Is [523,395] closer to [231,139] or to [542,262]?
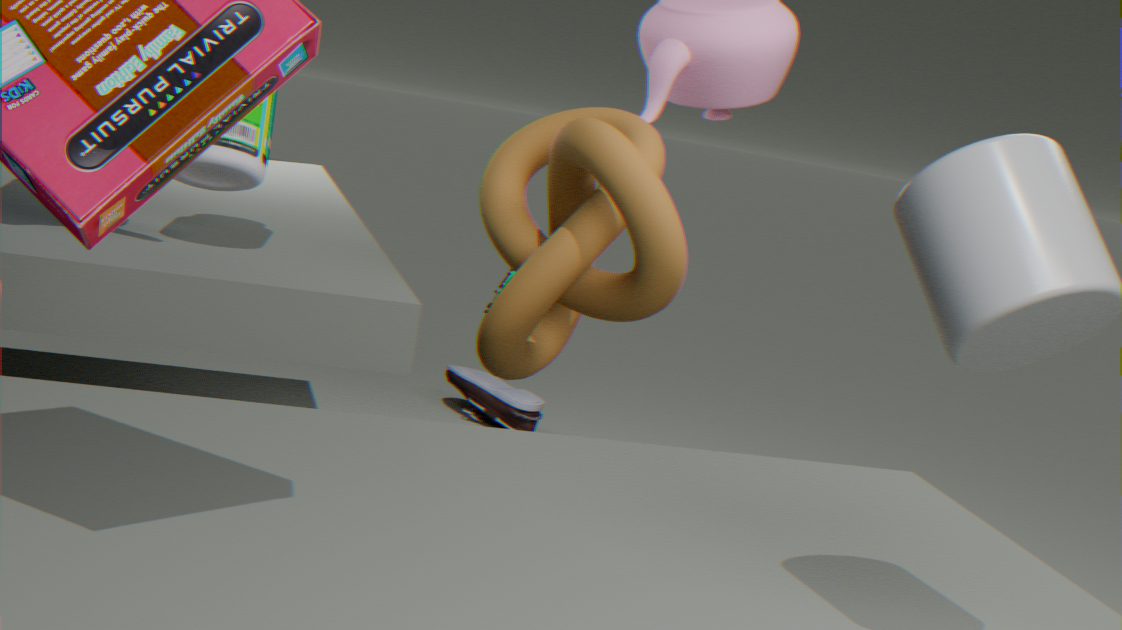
[542,262]
